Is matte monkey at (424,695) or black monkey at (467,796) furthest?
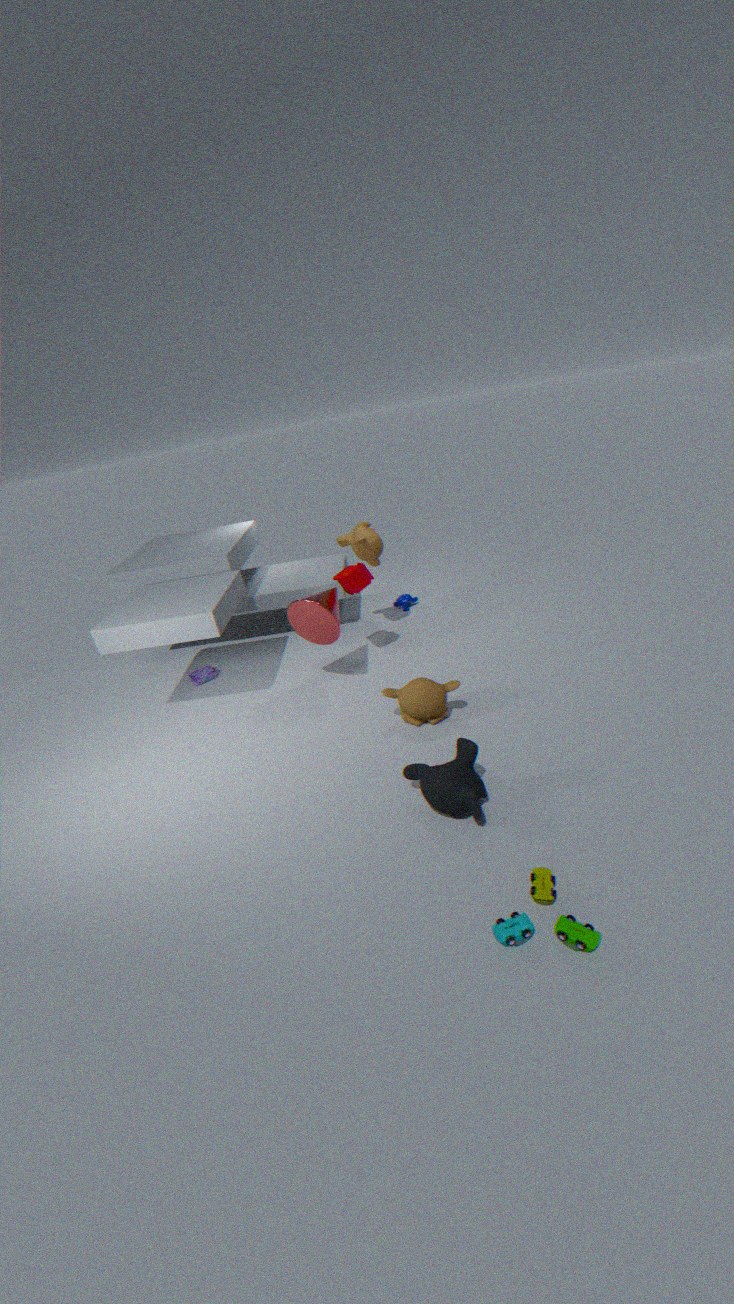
matte monkey at (424,695)
